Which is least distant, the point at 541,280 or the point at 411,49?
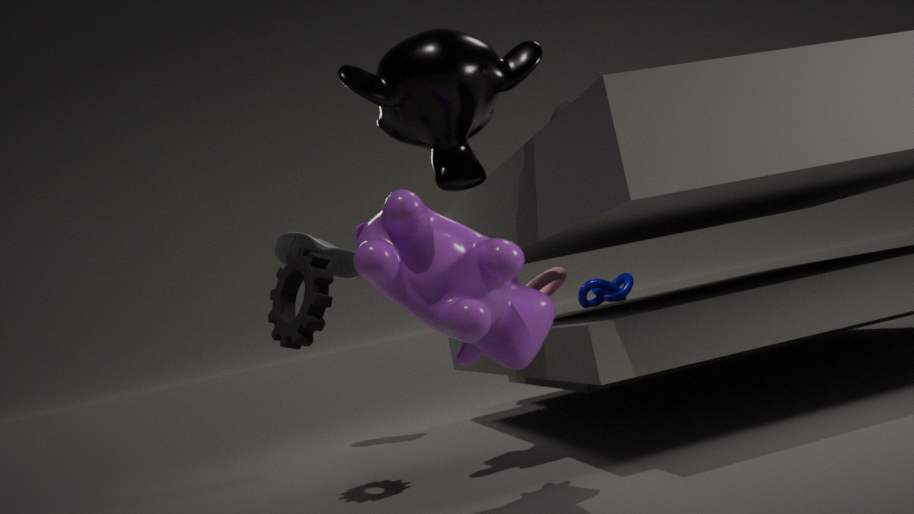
the point at 411,49
